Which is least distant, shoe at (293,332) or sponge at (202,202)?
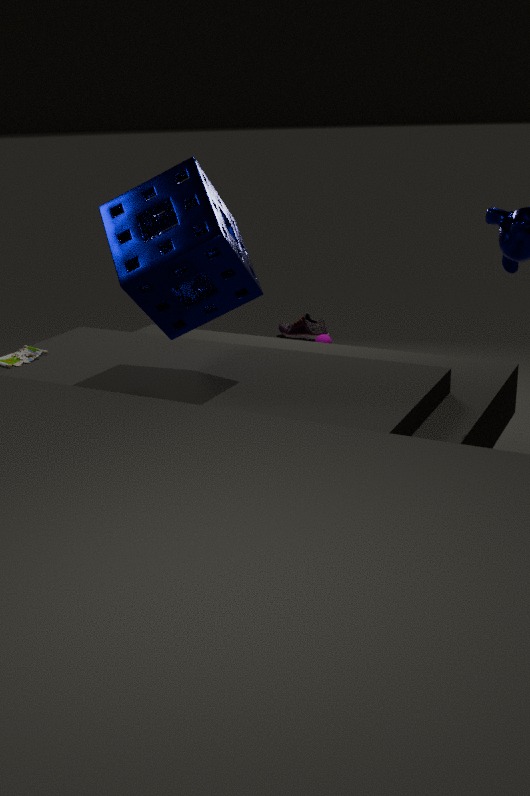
sponge at (202,202)
